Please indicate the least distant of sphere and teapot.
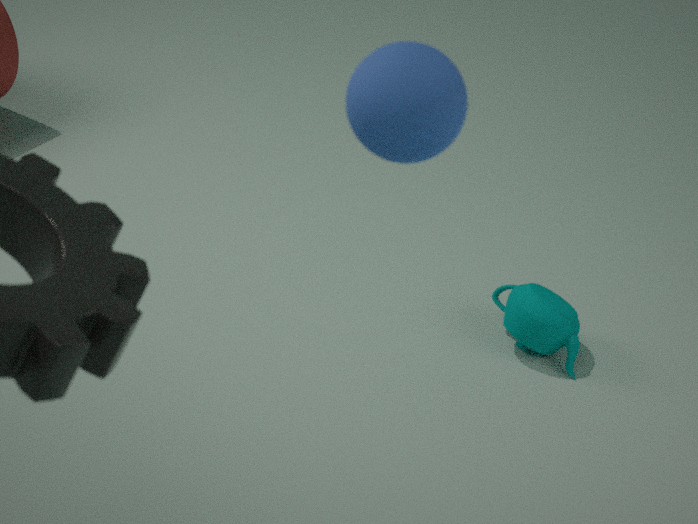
sphere
